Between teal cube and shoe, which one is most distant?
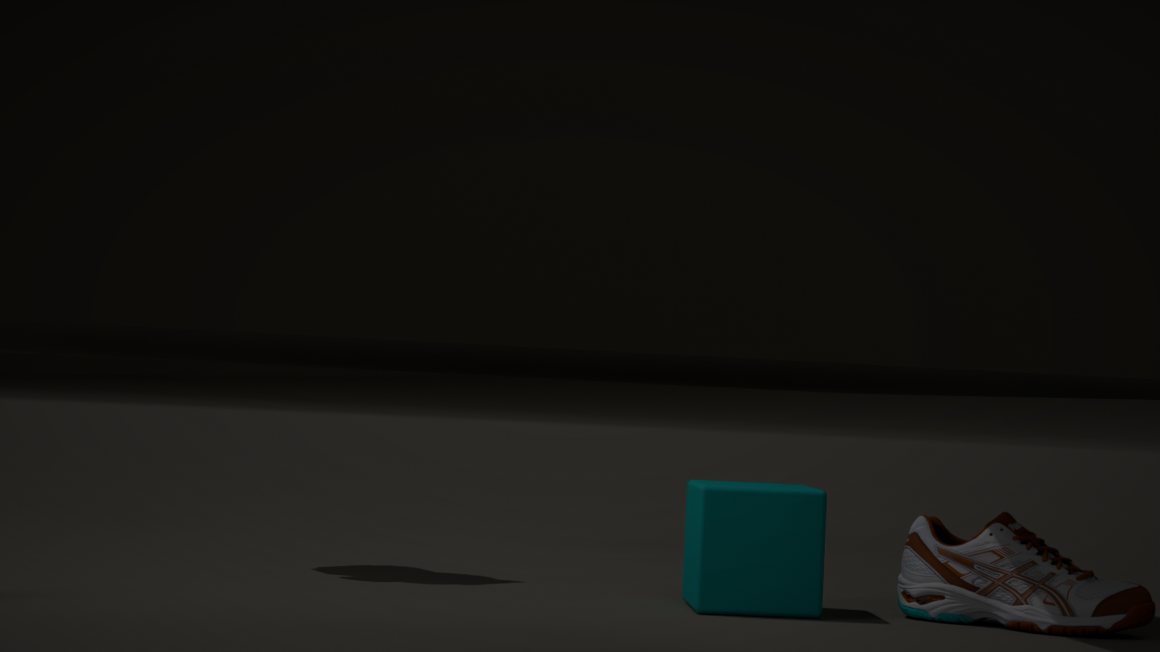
teal cube
